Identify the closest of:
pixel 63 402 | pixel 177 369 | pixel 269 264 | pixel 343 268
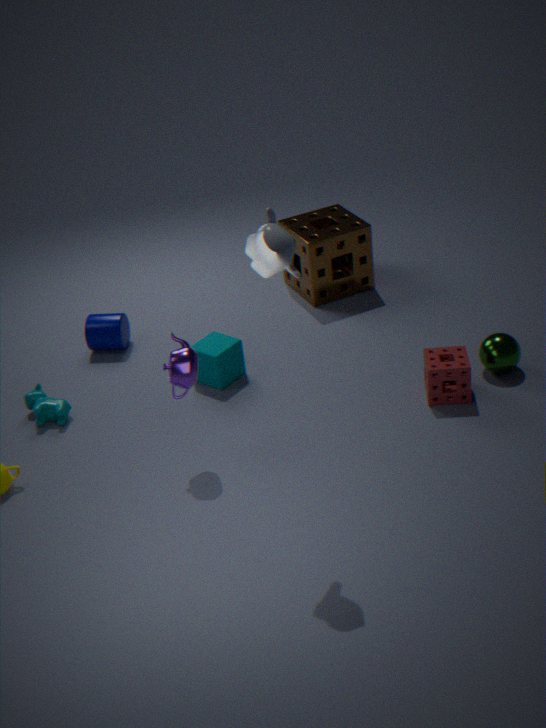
pixel 269 264
